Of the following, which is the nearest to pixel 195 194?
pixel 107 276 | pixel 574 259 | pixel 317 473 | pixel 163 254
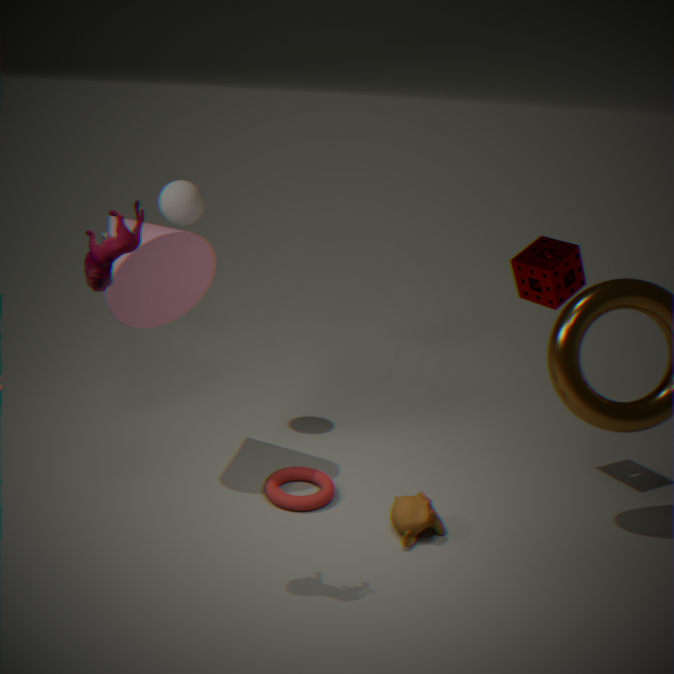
pixel 163 254
